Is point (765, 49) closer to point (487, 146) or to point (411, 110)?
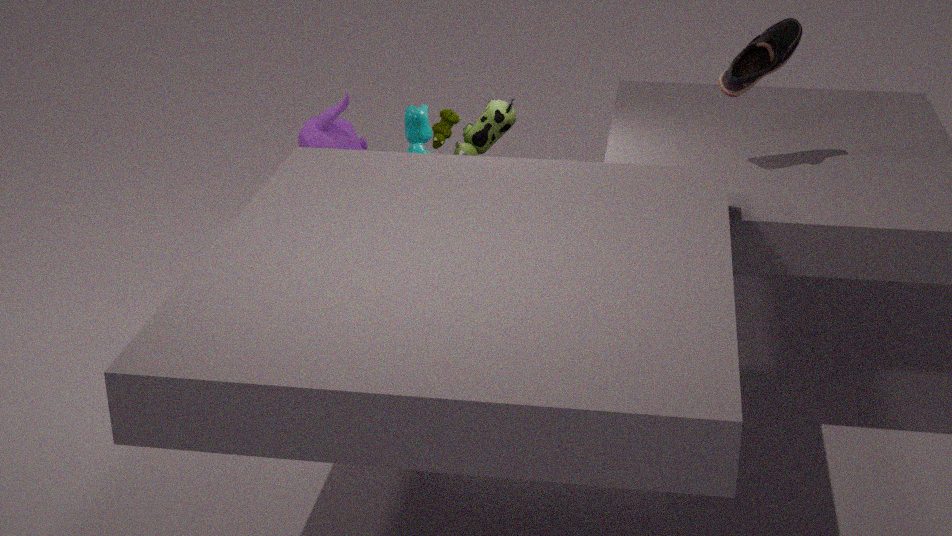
point (487, 146)
